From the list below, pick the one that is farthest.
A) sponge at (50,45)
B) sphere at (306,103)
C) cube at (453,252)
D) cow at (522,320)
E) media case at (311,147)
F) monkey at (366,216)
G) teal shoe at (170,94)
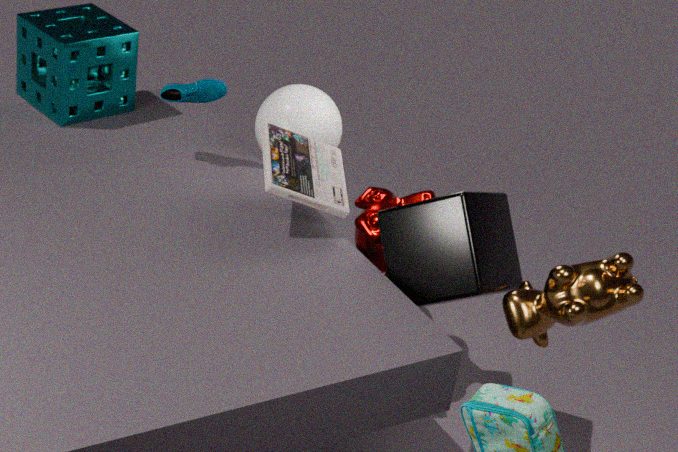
sponge at (50,45)
